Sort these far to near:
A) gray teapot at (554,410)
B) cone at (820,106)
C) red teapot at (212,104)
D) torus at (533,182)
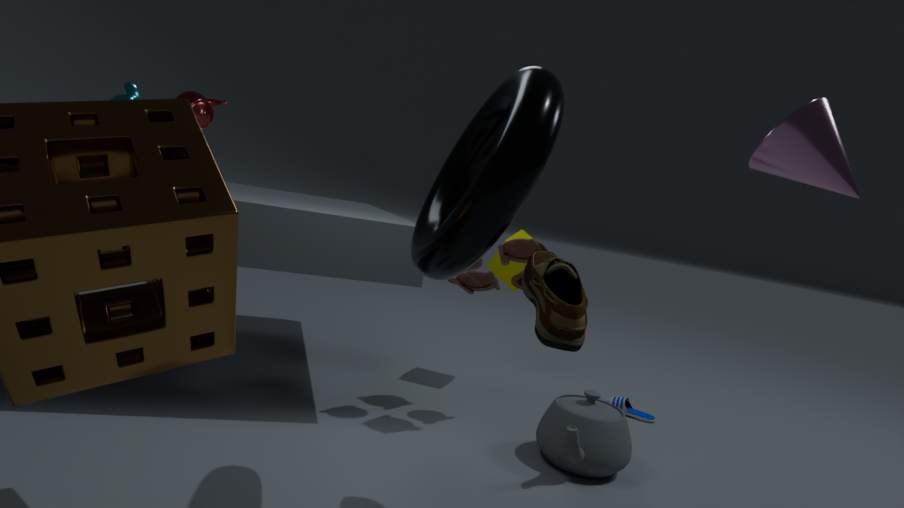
1. red teapot at (212,104)
2. gray teapot at (554,410)
3. cone at (820,106)
4. torus at (533,182)
